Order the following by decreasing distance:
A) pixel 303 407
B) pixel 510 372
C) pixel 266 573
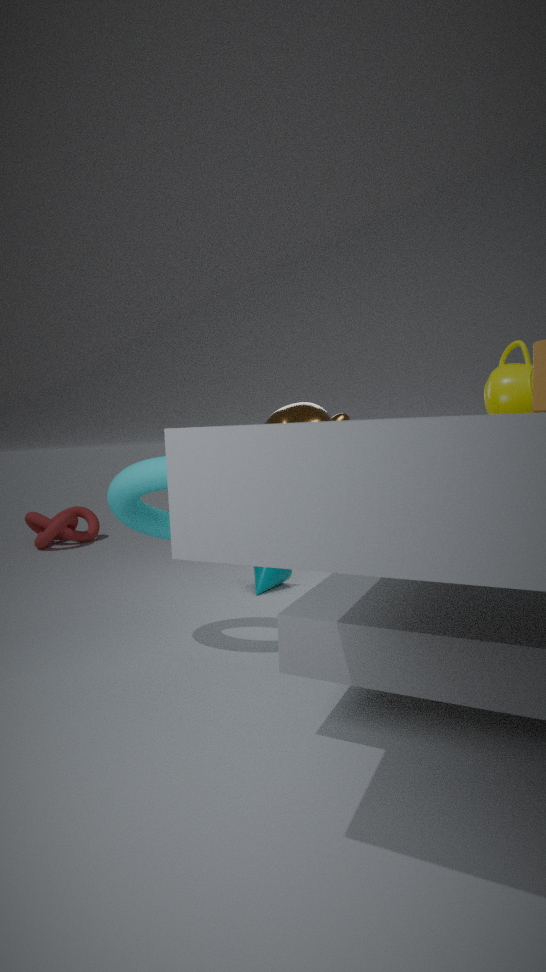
1. pixel 266 573
2. pixel 510 372
3. pixel 303 407
